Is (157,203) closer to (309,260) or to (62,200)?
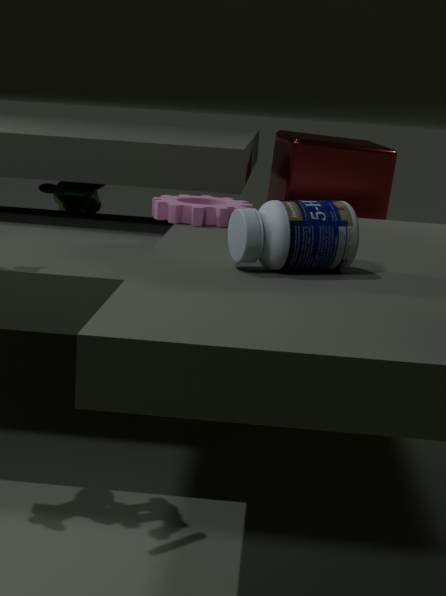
(309,260)
